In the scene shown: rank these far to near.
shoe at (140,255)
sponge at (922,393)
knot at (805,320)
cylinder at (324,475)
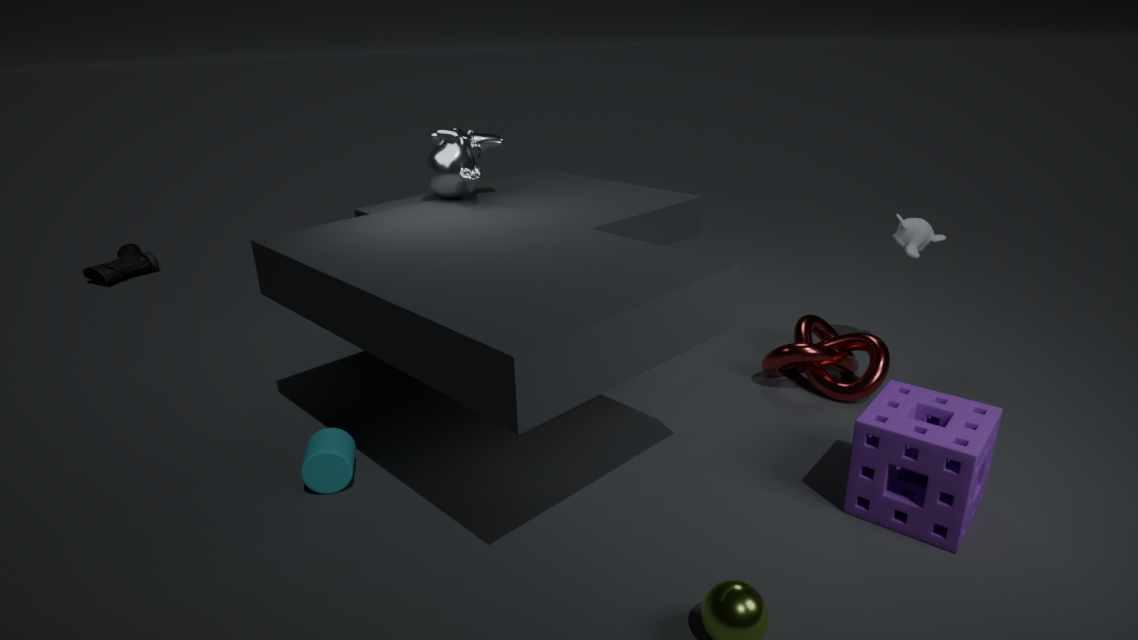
shoe at (140,255) < knot at (805,320) < cylinder at (324,475) < sponge at (922,393)
